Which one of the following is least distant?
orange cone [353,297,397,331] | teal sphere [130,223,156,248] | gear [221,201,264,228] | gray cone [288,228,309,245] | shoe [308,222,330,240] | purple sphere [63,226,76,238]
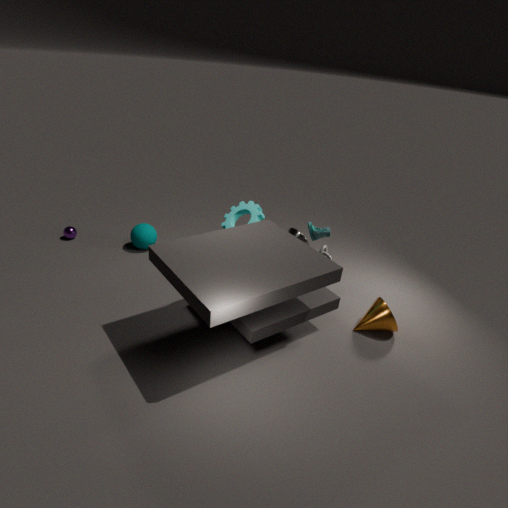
orange cone [353,297,397,331]
